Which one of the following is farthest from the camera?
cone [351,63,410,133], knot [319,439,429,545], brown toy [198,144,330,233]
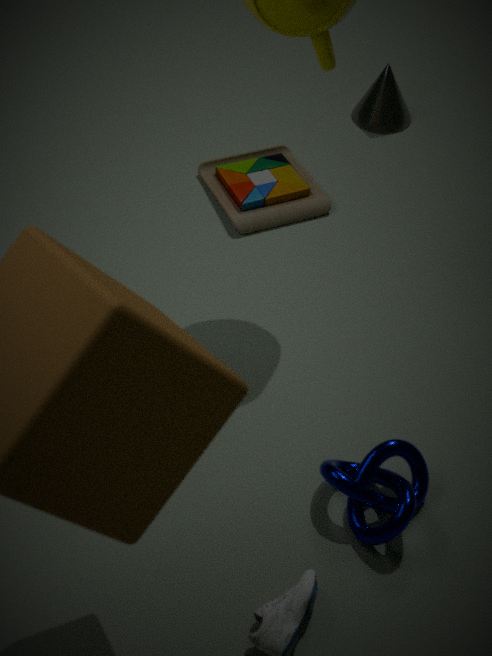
cone [351,63,410,133]
